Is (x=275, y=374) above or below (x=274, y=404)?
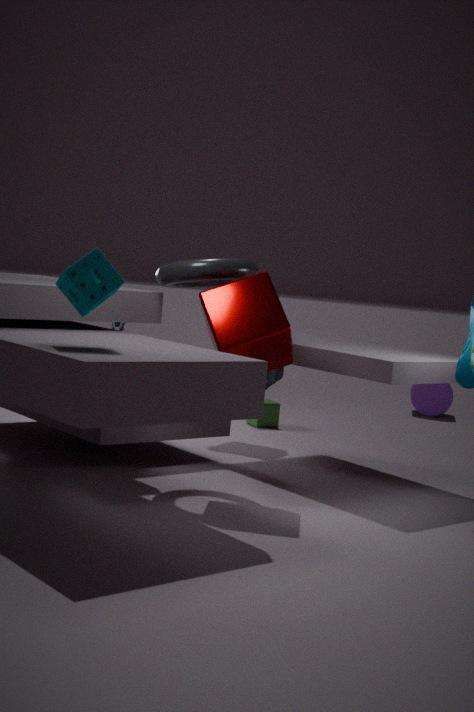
above
